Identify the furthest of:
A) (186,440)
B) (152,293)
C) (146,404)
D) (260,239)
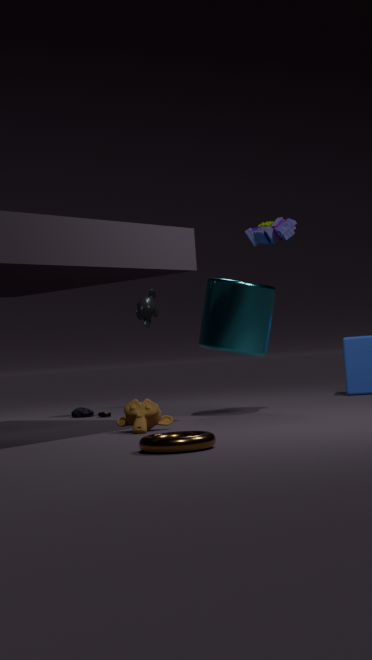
(152,293)
